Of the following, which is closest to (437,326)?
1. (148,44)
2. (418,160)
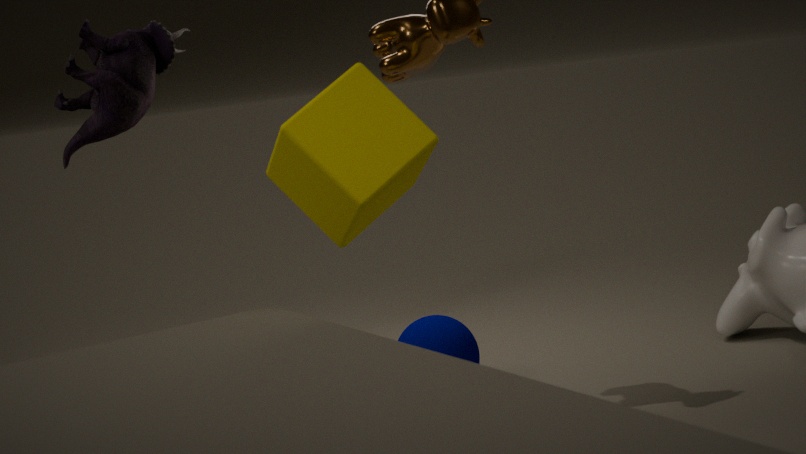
(418,160)
